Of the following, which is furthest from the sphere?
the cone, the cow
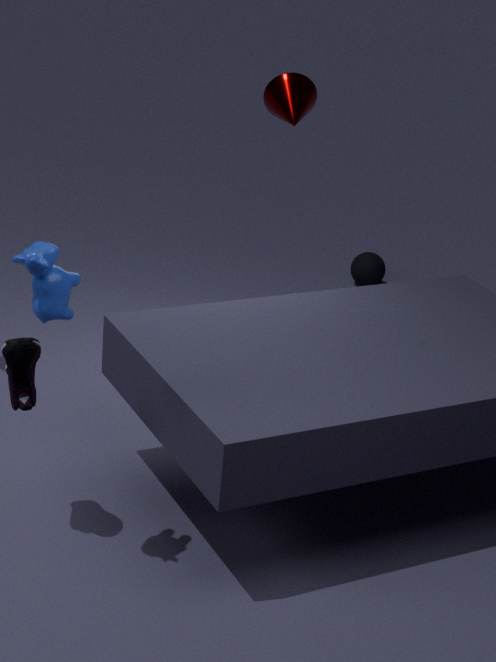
the cow
